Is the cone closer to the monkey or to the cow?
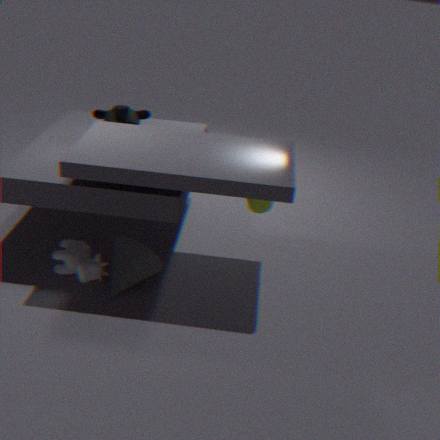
the cow
